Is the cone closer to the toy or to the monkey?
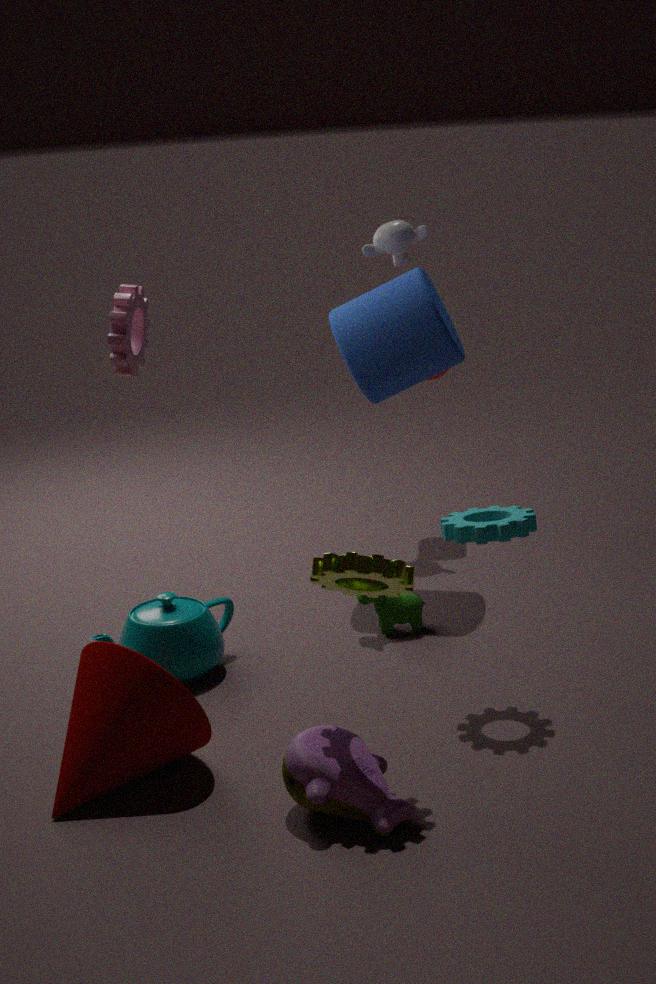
the toy
